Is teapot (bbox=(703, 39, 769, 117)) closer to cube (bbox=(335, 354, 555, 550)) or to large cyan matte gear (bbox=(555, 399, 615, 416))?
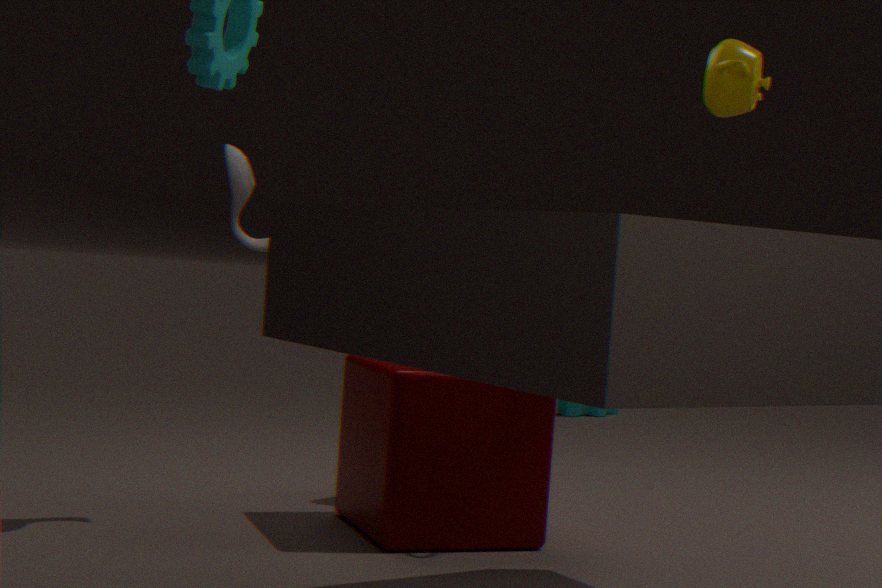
cube (bbox=(335, 354, 555, 550))
